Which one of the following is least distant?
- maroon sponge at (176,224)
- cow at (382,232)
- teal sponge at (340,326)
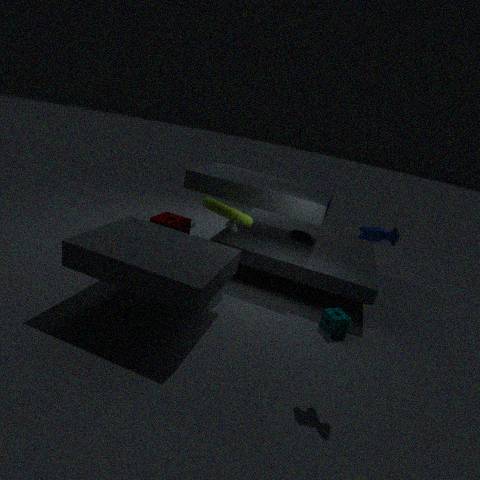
cow at (382,232)
